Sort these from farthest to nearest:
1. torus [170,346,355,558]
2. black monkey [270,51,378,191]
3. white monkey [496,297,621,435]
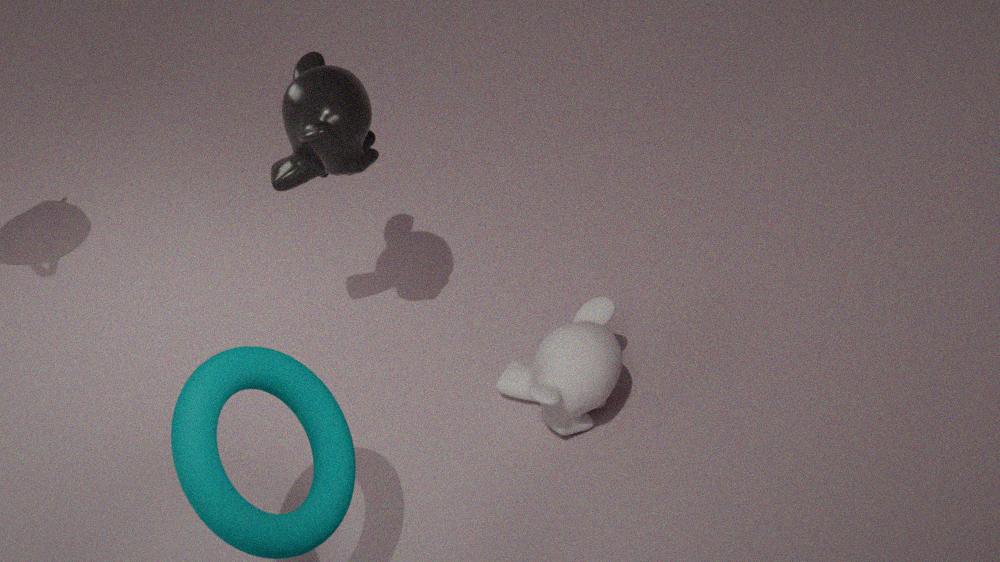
white monkey [496,297,621,435]
black monkey [270,51,378,191]
torus [170,346,355,558]
